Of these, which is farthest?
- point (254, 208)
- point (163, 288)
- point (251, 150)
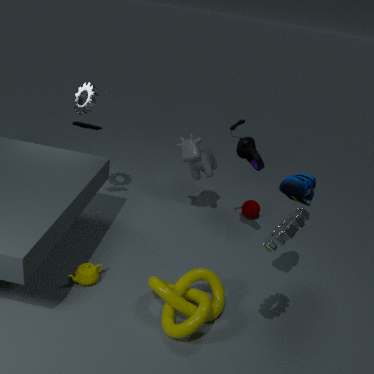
point (254, 208)
